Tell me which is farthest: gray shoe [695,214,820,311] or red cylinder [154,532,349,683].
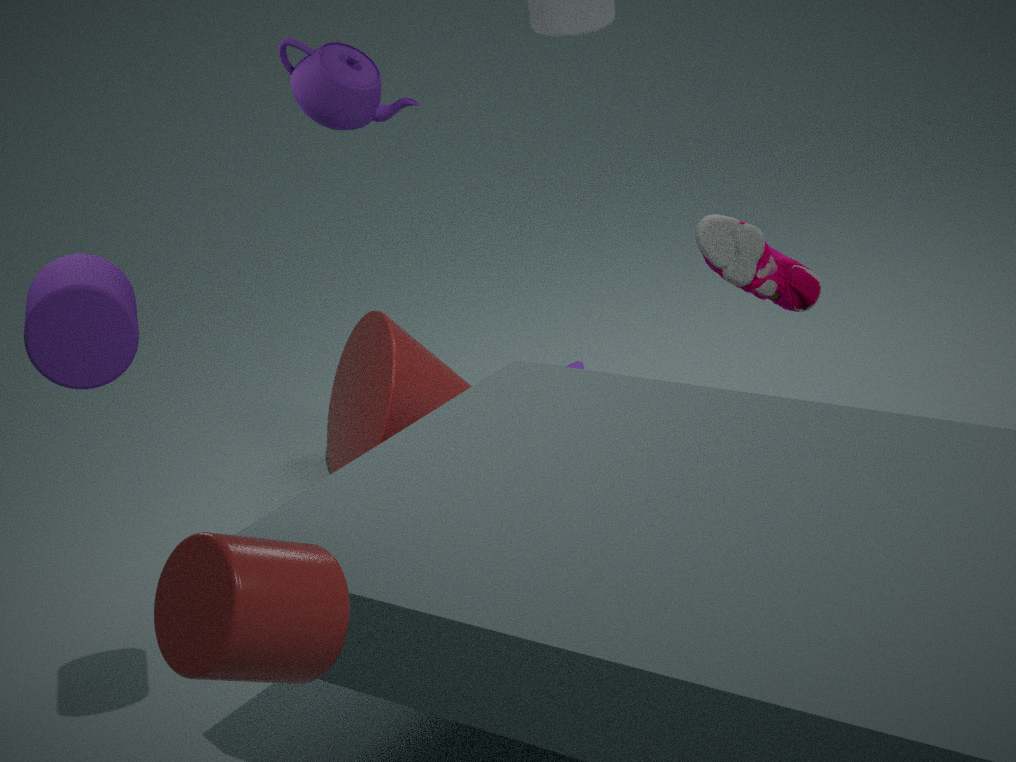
gray shoe [695,214,820,311]
